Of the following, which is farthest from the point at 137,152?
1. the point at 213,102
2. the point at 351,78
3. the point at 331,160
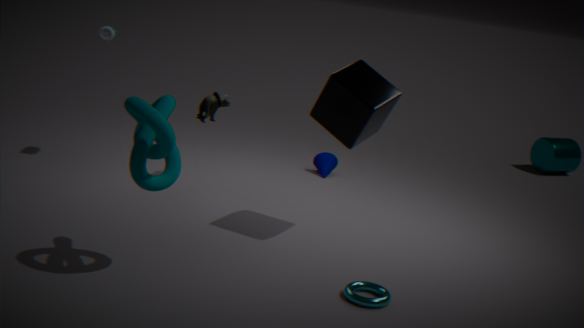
the point at 331,160
